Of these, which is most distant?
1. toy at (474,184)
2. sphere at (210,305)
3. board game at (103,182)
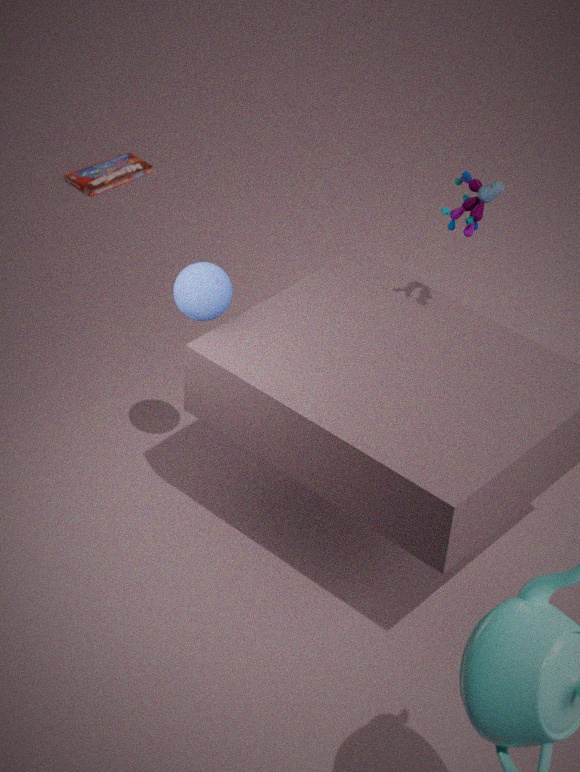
board game at (103,182)
